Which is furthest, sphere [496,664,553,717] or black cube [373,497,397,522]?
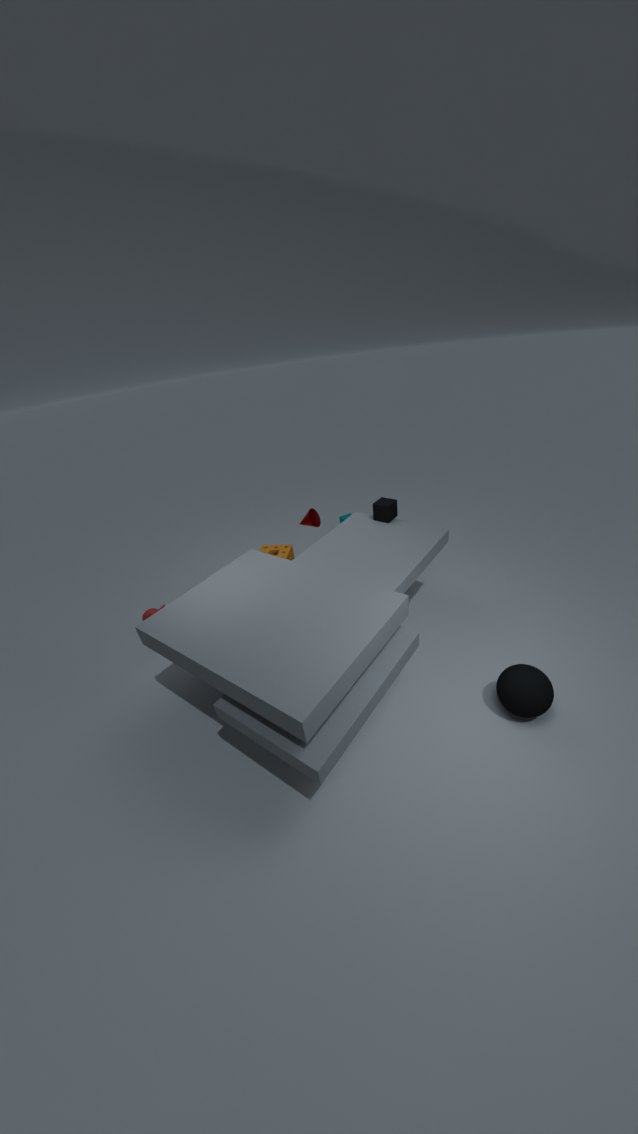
black cube [373,497,397,522]
